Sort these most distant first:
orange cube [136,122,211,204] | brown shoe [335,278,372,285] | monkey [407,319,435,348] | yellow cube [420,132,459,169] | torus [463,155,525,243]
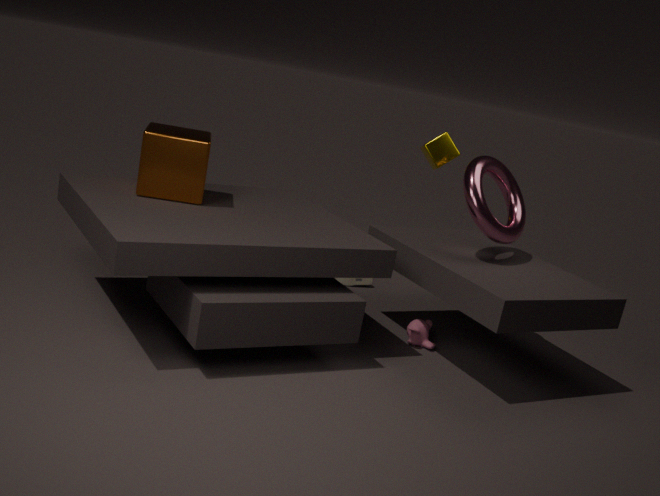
1. brown shoe [335,278,372,285]
2. yellow cube [420,132,459,169]
3. monkey [407,319,435,348]
4. torus [463,155,525,243]
5. orange cube [136,122,211,204]
